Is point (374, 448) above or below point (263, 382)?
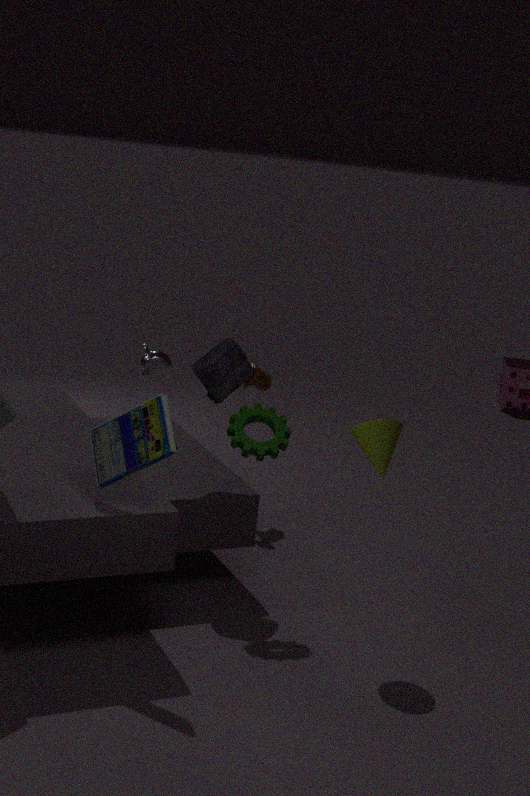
above
